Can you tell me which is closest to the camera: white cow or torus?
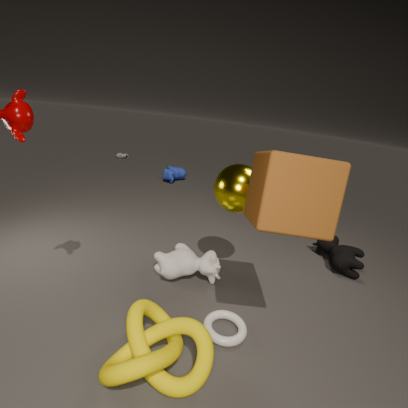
torus
